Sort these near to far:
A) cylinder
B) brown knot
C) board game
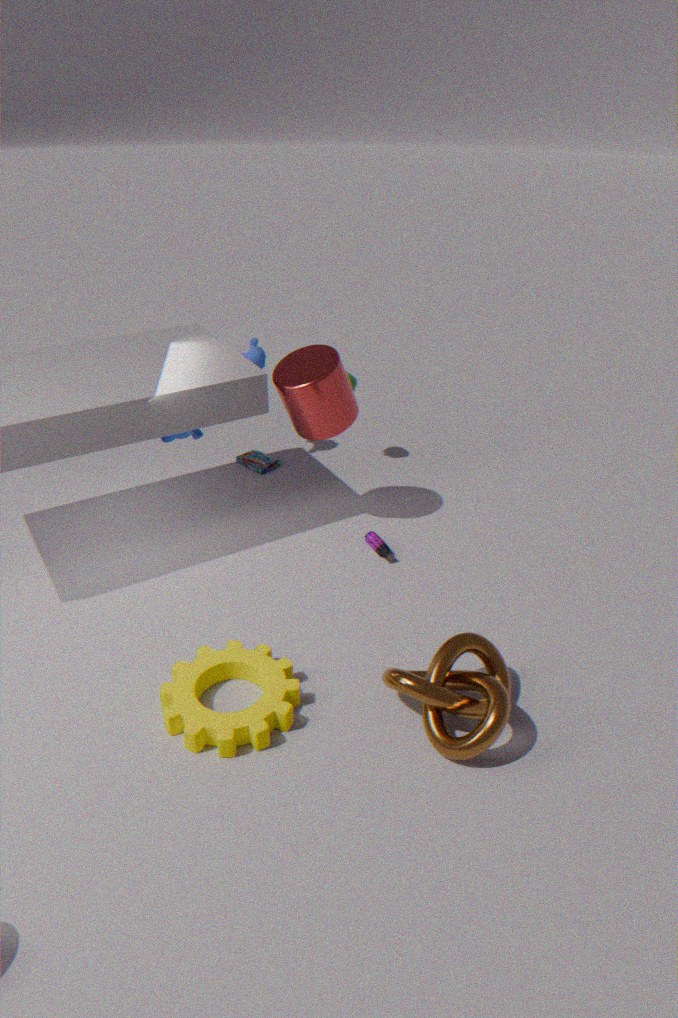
B. brown knot
A. cylinder
C. board game
